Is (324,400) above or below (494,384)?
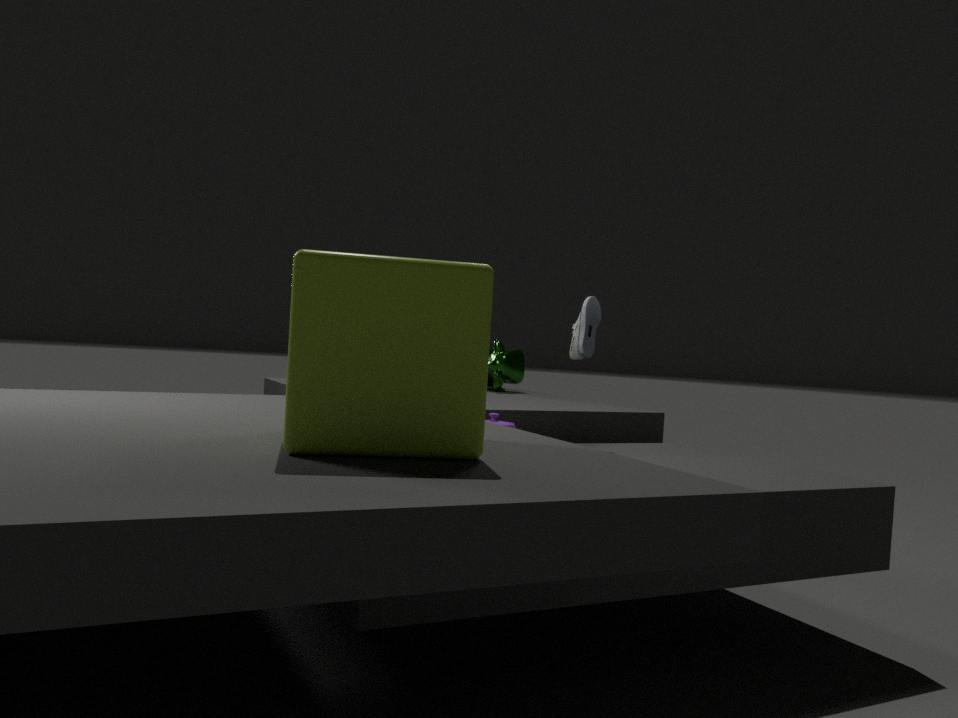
above
